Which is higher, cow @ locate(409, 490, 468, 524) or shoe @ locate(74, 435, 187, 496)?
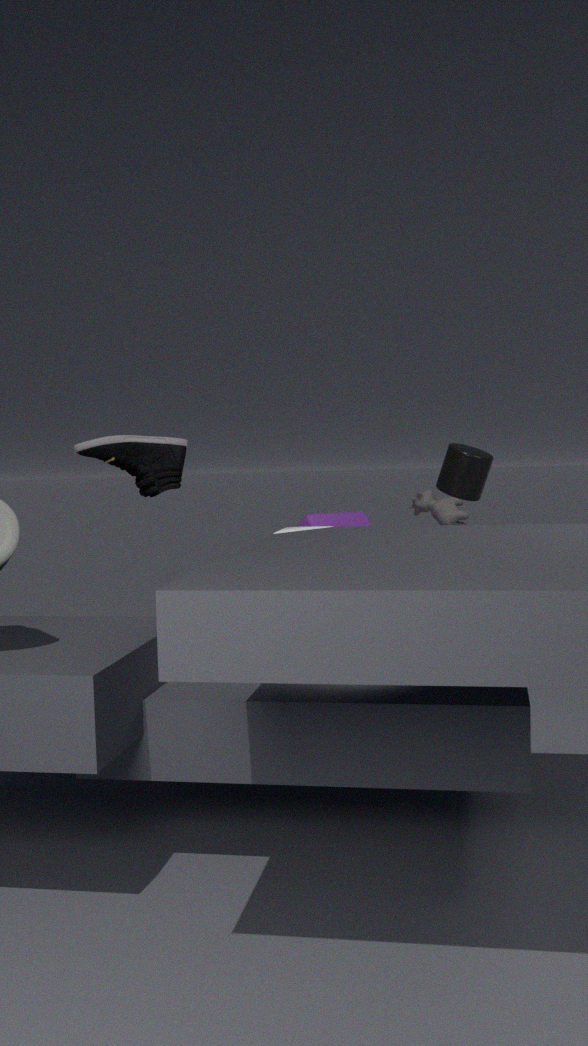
shoe @ locate(74, 435, 187, 496)
